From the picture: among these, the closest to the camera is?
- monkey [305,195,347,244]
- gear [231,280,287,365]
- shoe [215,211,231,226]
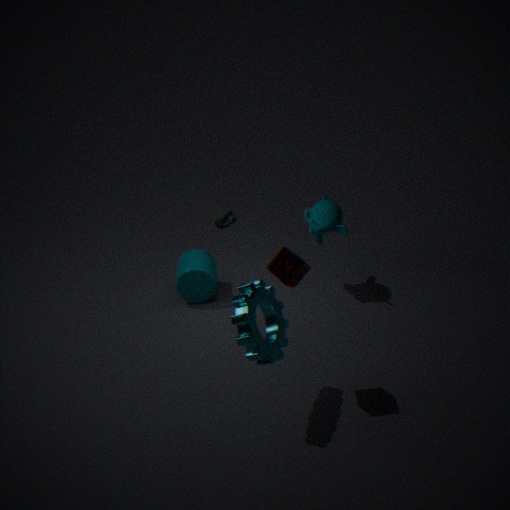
gear [231,280,287,365]
